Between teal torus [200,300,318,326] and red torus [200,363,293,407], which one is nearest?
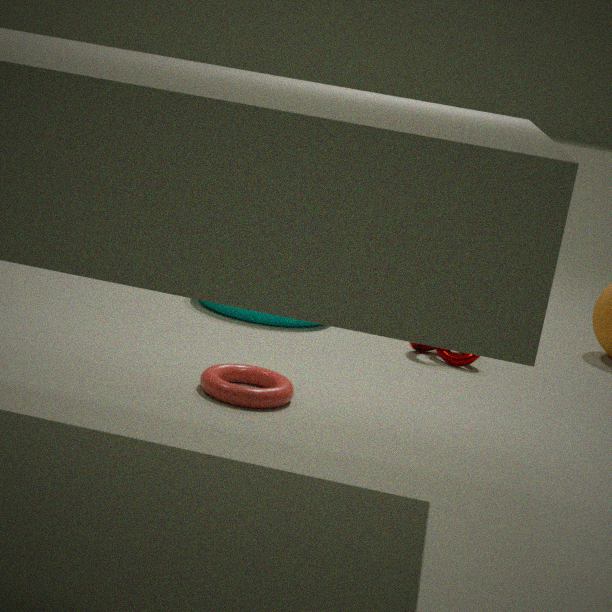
red torus [200,363,293,407]
